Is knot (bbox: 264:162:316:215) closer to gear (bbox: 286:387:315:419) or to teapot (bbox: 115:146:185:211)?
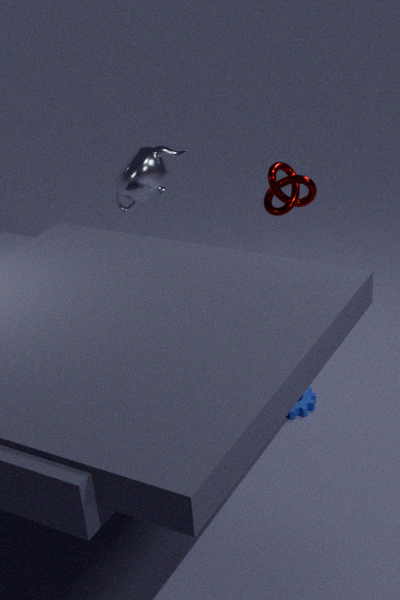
teapot (bbox: 115:146:185:211)
